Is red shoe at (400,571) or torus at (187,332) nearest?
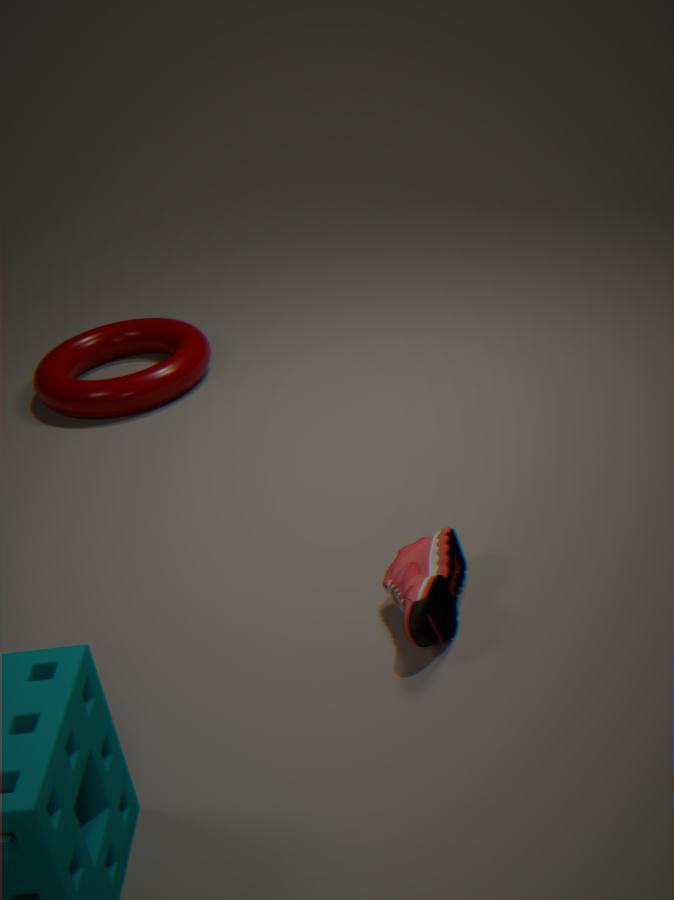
red shoe at (400,571)
